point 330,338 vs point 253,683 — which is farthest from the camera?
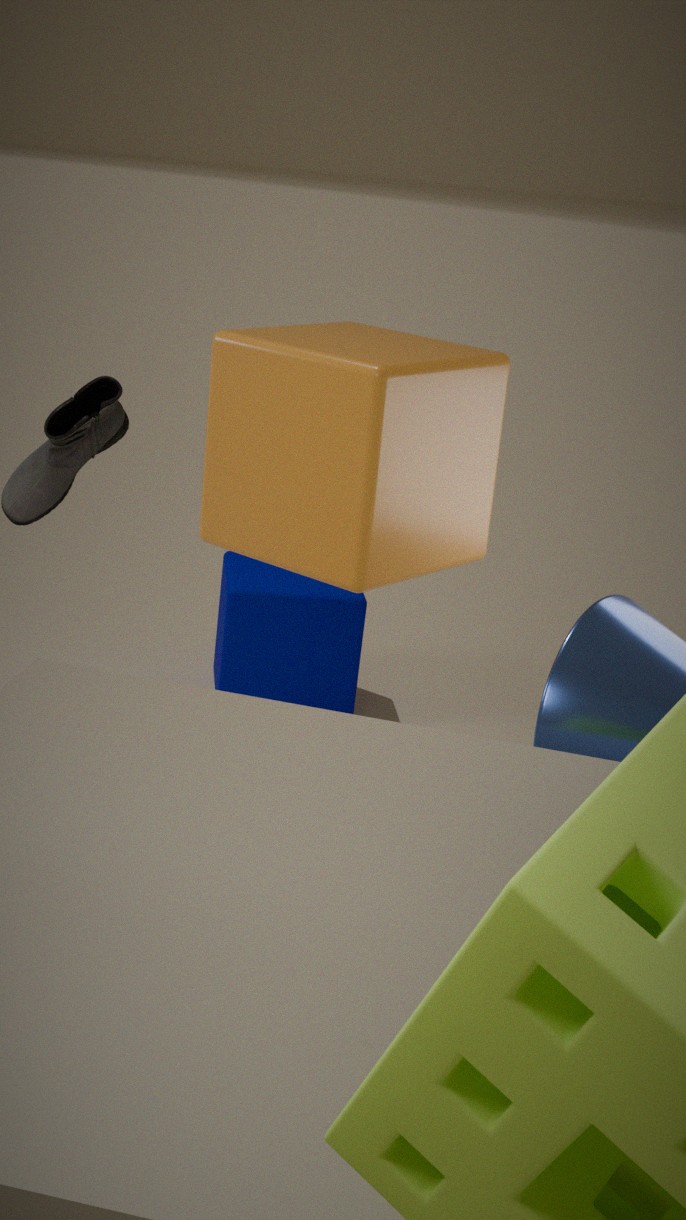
point 253,683
